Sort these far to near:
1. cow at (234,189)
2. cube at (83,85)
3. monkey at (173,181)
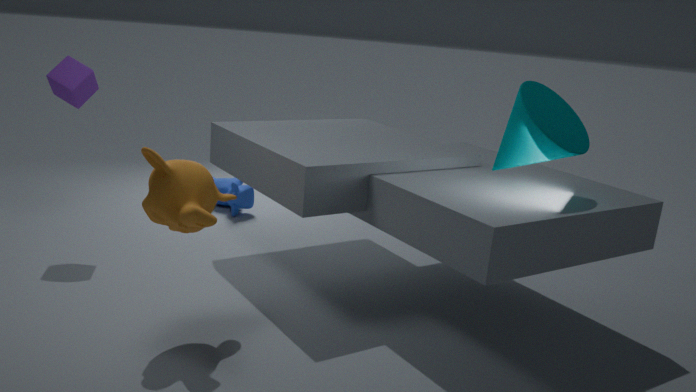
cow at (234,189)
cube at (83,85)
monkey at (173,181)
